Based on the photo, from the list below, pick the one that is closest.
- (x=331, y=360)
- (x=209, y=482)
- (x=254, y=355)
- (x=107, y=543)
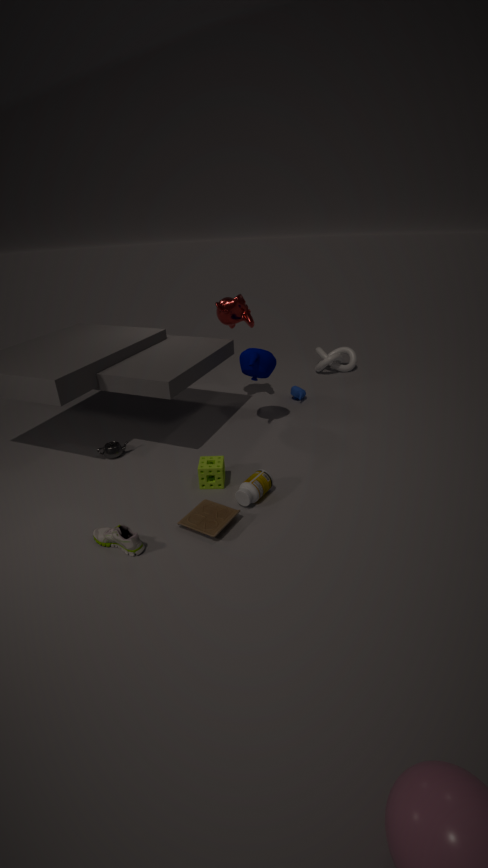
(x=107, y=543)
